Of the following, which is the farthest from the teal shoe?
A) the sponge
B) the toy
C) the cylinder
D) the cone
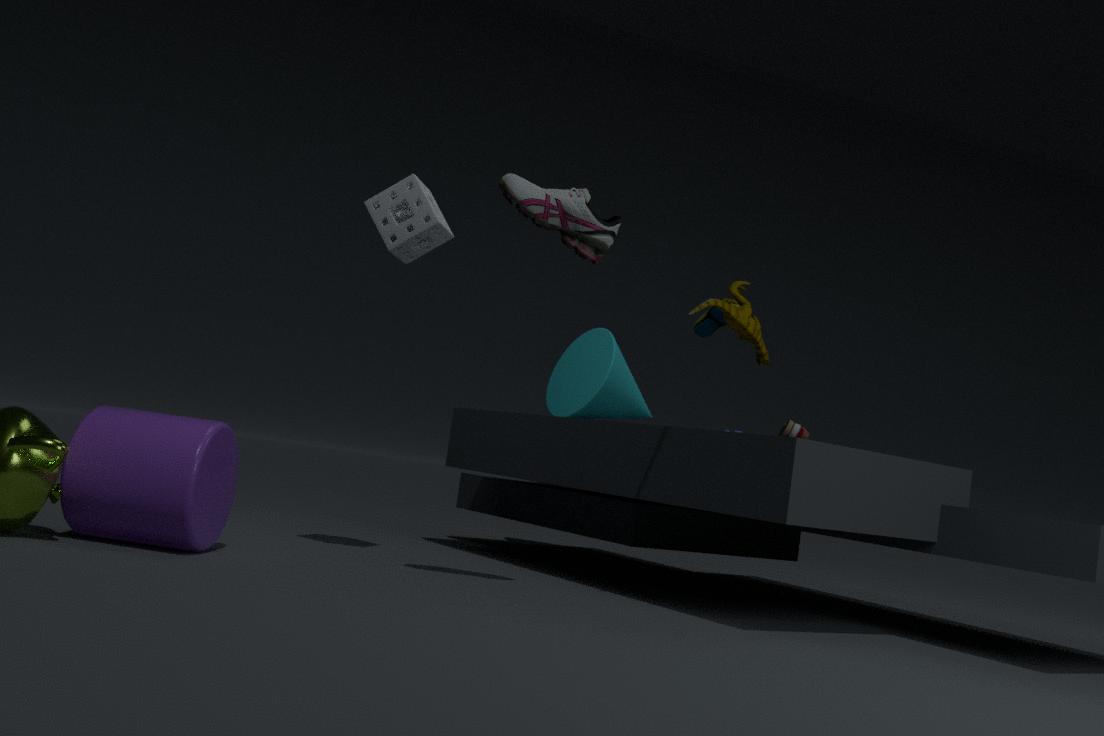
the cylinder
